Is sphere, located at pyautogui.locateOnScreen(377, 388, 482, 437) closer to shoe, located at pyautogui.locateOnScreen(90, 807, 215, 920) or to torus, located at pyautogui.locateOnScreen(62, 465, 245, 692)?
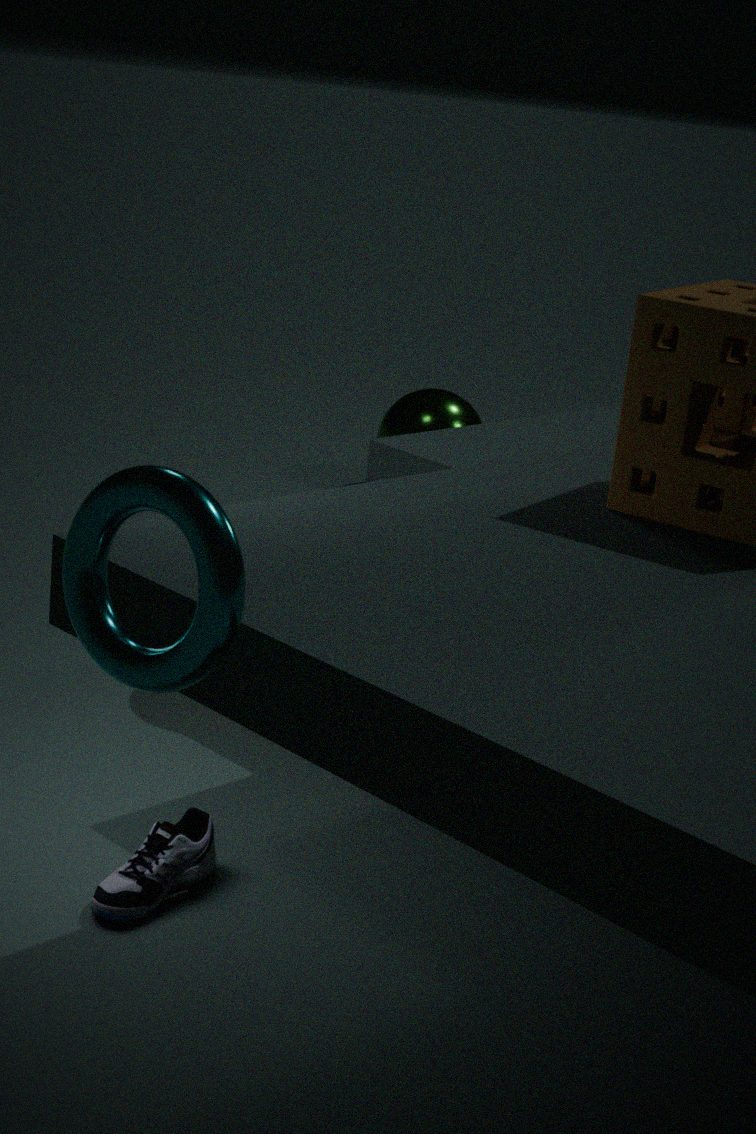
shoe, located at pyautogui.locateOnScreen(90, 807, 215, 920)
